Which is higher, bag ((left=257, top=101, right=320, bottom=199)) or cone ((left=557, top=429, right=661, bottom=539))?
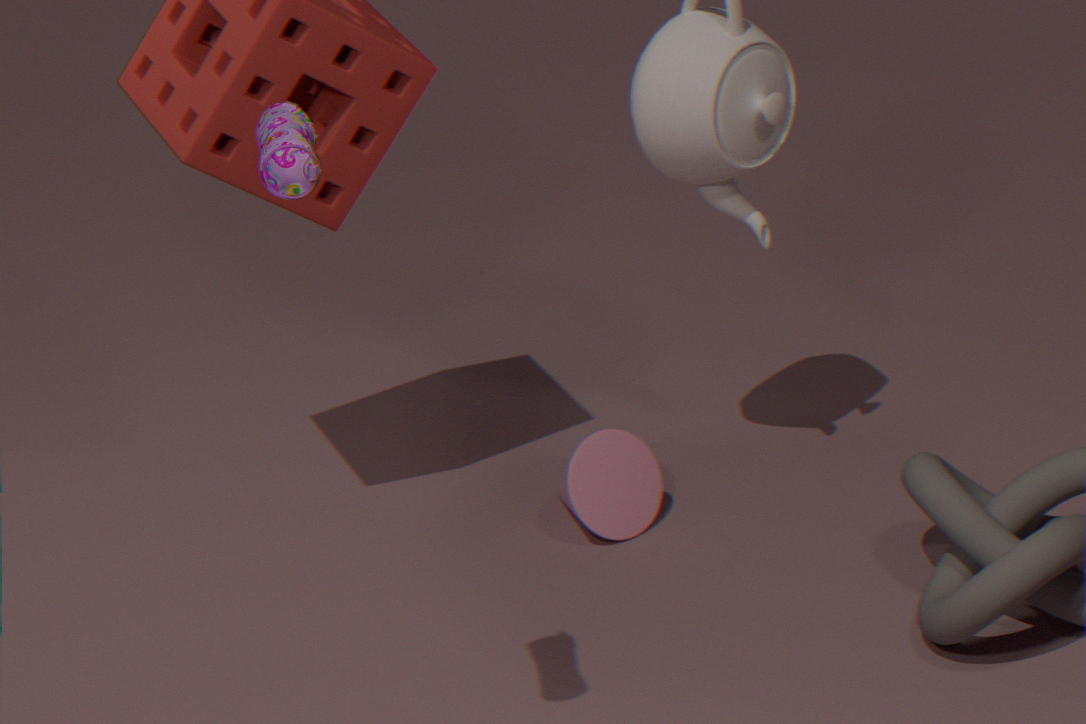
bag ((left=257, top=101, right=320, bottom=199))
